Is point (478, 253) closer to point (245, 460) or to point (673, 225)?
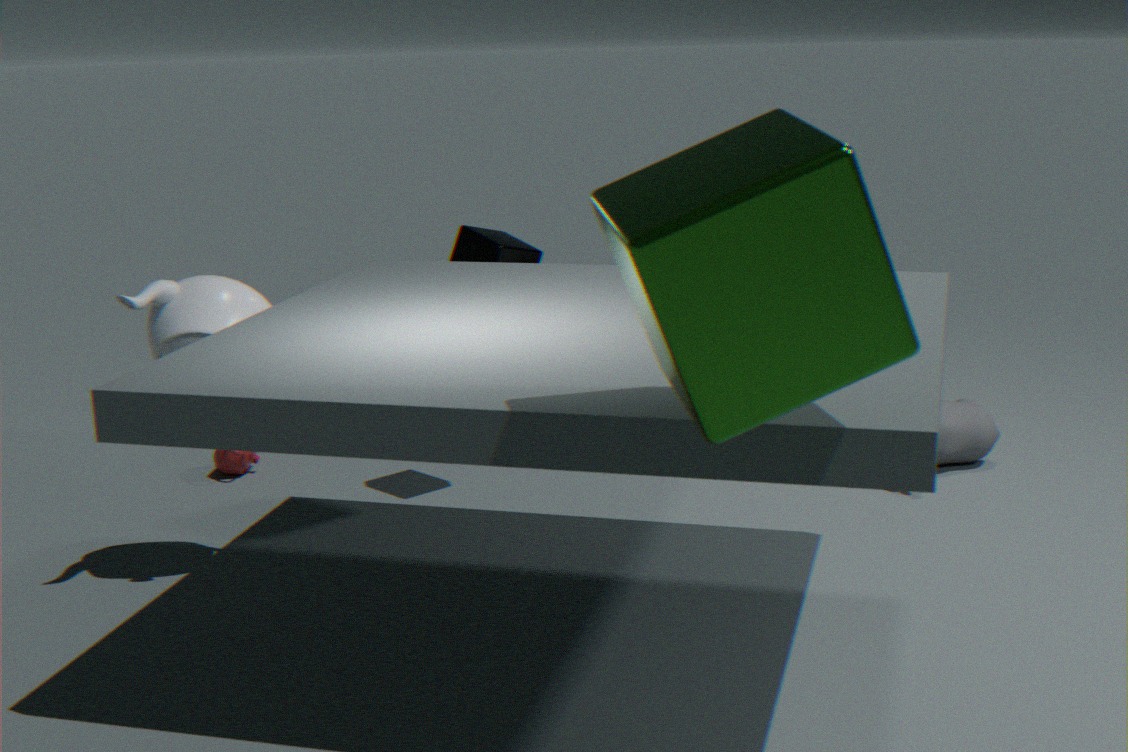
point (245, 460)
